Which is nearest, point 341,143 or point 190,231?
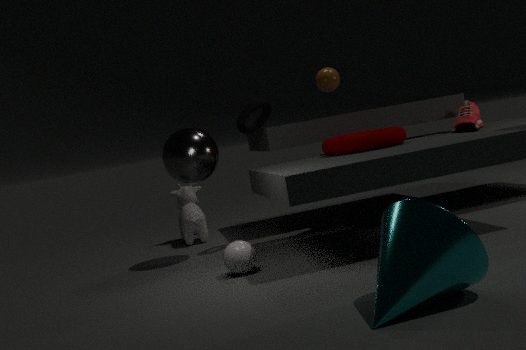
point 341,143
